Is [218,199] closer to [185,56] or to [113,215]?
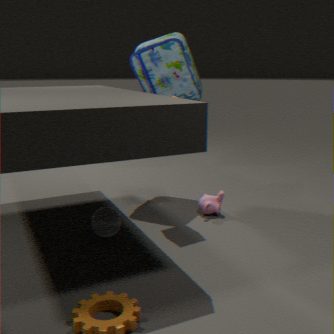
[113,215]
